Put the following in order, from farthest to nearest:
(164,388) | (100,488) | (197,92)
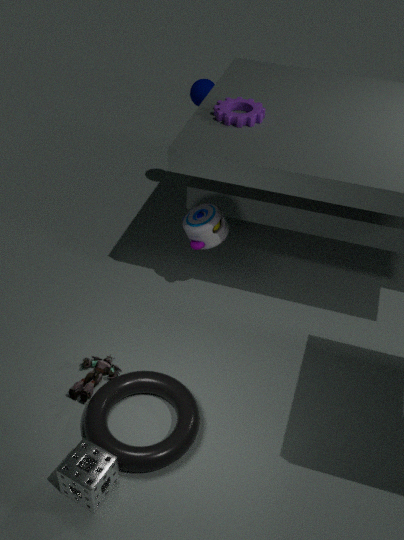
1. (197,92)
2. (164,388)
3. (100,488)
